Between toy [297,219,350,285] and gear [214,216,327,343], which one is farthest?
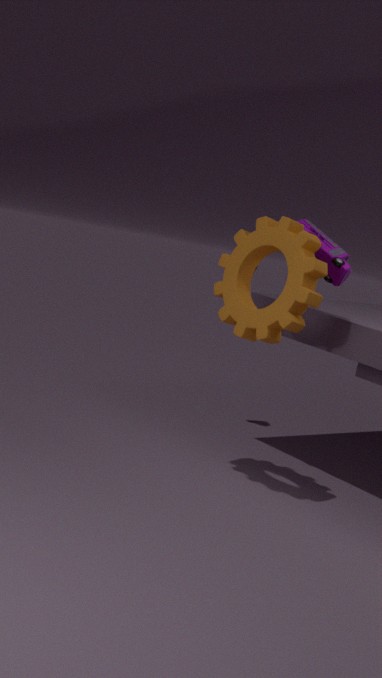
toy [297,219,350,285]
